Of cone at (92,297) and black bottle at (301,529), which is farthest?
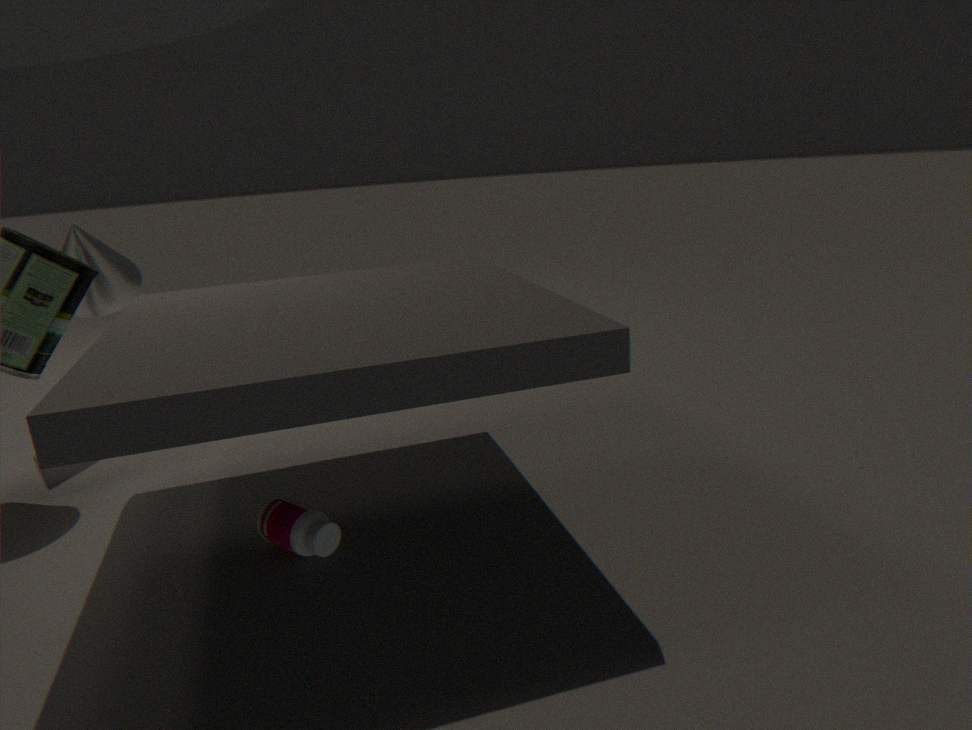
cone at (92,297)
